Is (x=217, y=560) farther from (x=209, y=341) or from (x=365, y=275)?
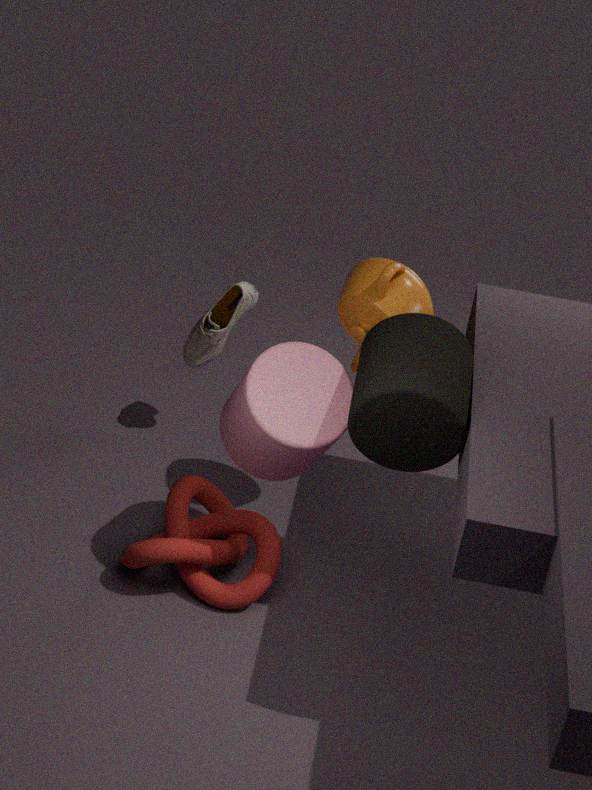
(x=365, y=275)
